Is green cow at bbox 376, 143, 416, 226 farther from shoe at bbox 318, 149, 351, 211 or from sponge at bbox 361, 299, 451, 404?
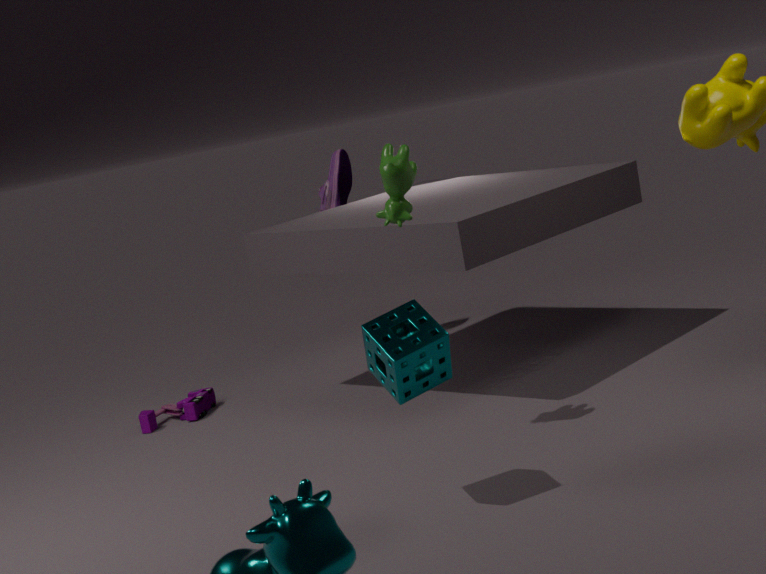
shoe at bbox 318, 149, 351, 211
